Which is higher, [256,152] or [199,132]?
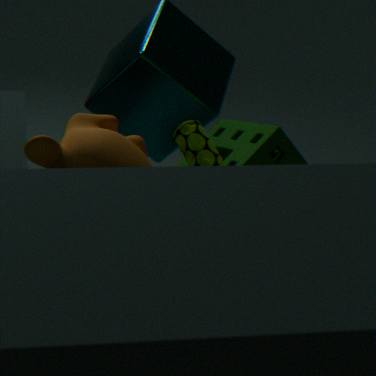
[199,132]
